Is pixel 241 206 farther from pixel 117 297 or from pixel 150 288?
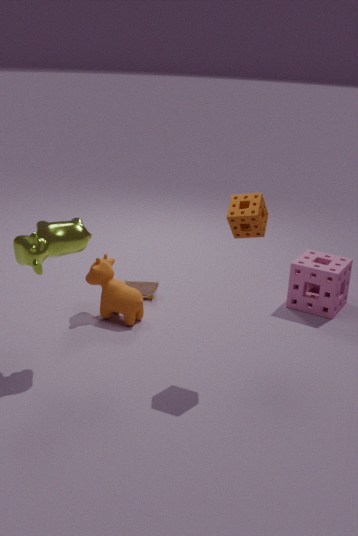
pixel 150 288
